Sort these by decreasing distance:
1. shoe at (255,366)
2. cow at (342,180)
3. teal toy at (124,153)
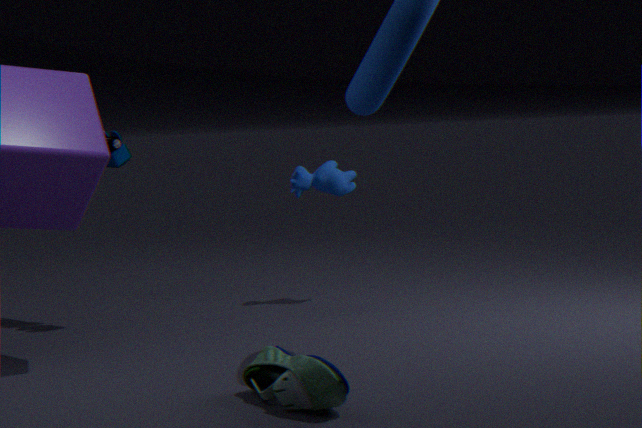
cow at (342,180), teal toy at (124,153), shoe at (255,366)
